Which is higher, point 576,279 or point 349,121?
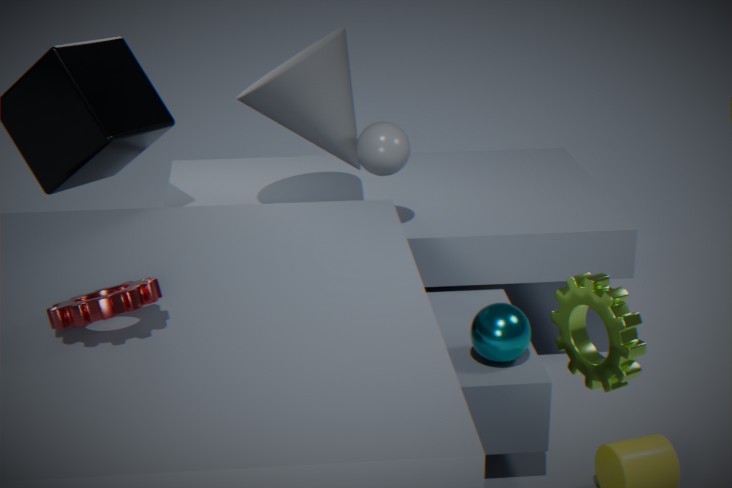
point 349,121
